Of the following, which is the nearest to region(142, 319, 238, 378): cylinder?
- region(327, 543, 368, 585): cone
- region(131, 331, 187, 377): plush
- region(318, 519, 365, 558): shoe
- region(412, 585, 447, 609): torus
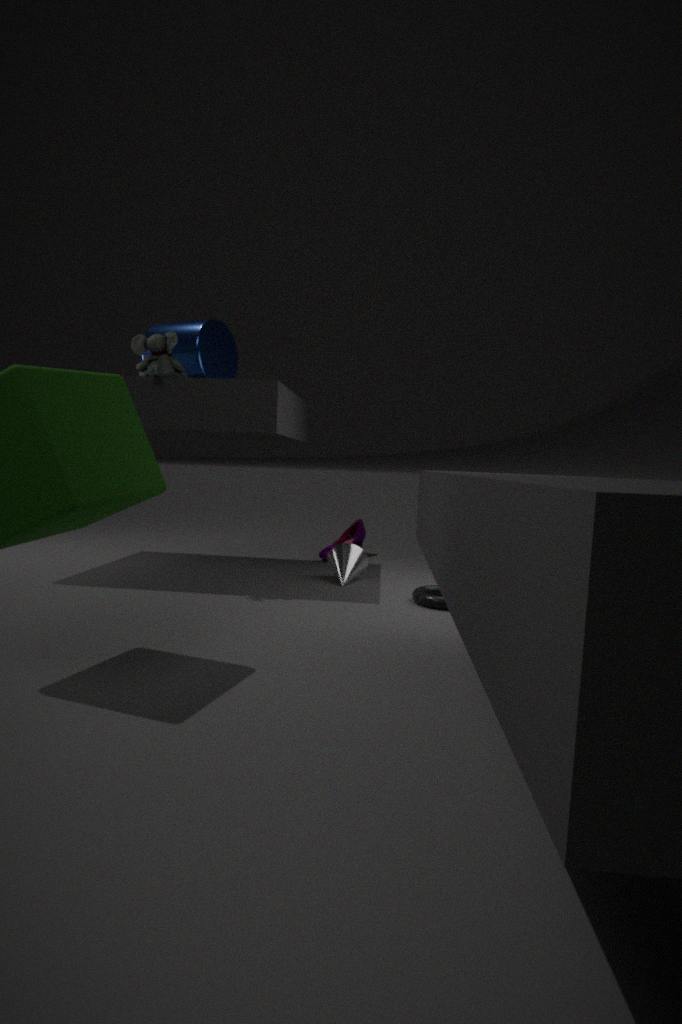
region(131, 331, 187, 377): plush
